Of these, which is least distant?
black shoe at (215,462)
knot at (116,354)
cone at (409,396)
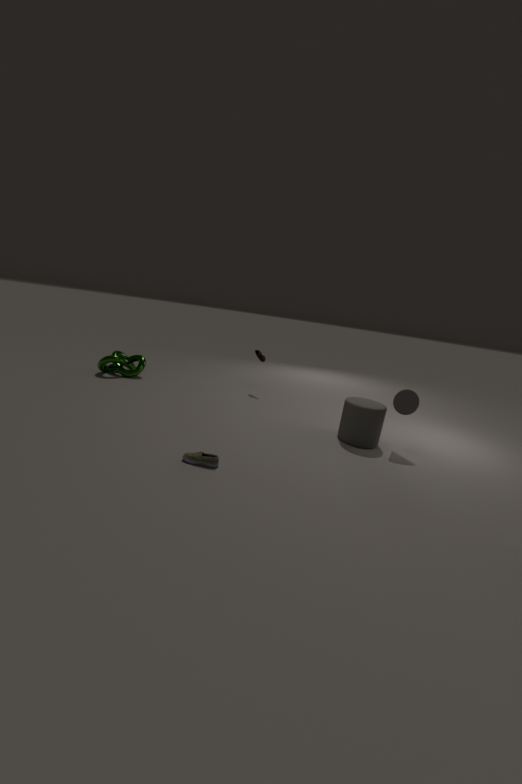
black shoe at (215,462)
